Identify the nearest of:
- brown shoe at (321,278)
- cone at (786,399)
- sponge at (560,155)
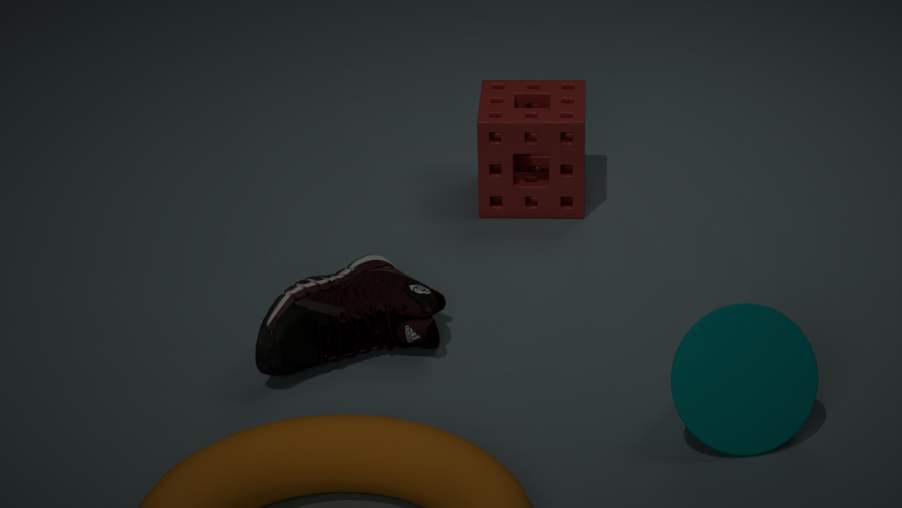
cone at (786,399)
